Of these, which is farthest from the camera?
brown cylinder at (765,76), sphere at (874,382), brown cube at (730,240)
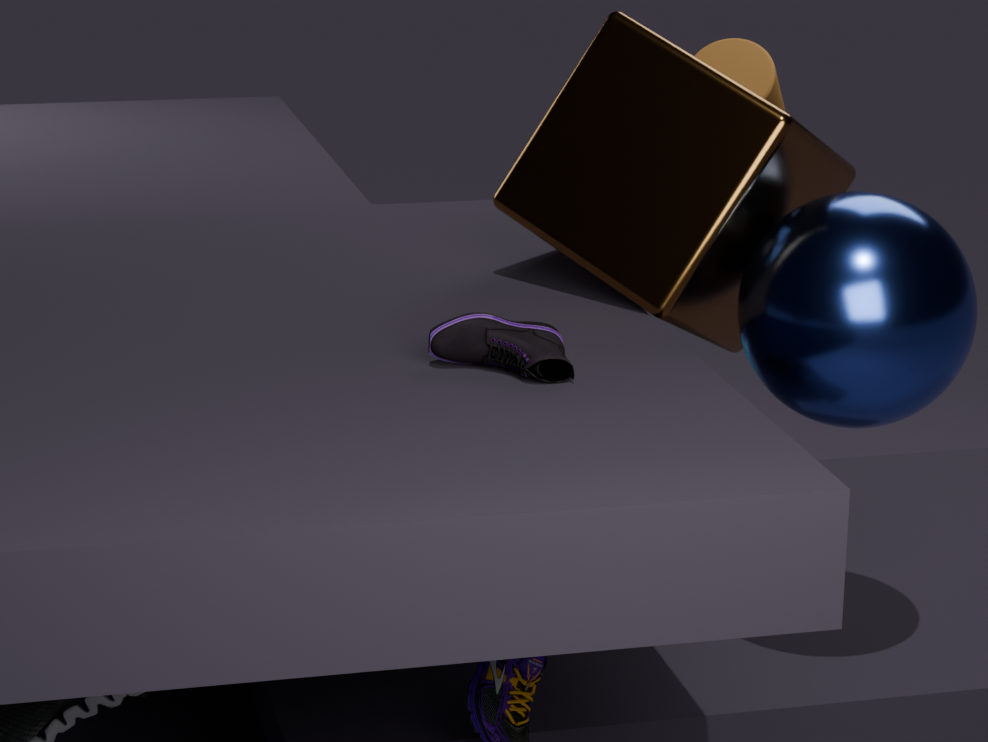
brown cylinder at (765,76)
